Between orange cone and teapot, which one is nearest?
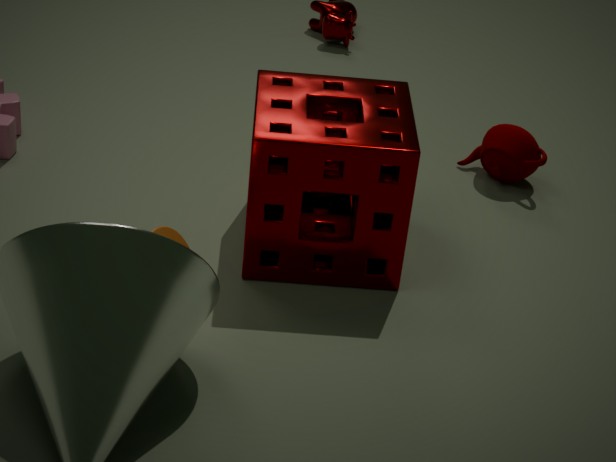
orange cone
